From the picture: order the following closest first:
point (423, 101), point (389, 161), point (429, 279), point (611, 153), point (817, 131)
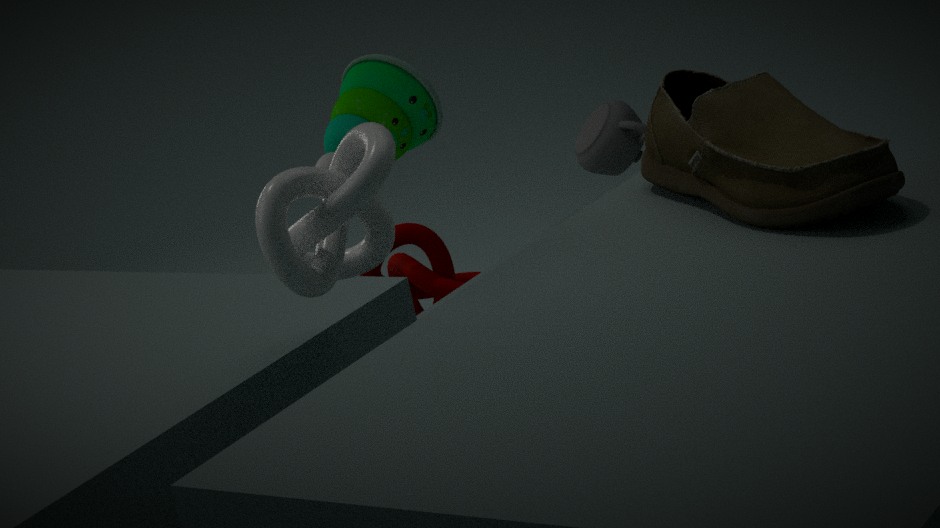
point (817, 131), point (389, 161), point (429, 279), point (423, 101), point (611, 153)
